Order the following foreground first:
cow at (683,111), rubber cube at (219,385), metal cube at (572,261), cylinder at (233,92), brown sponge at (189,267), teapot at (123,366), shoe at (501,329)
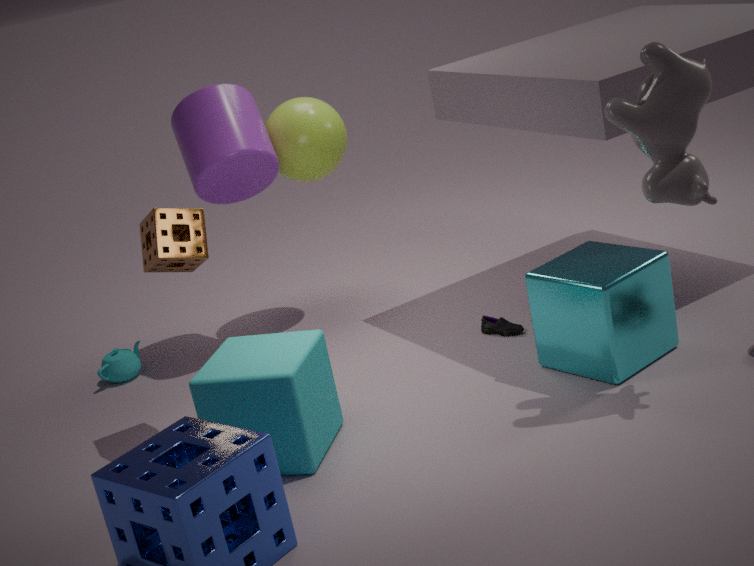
cow at (683,111) < rubber cube at (219,385) < metal cube at (572,261) < brown sponge at (189,267) < shoe at (501,329) < cylinder at (233,92) < teapot at (123,366)
